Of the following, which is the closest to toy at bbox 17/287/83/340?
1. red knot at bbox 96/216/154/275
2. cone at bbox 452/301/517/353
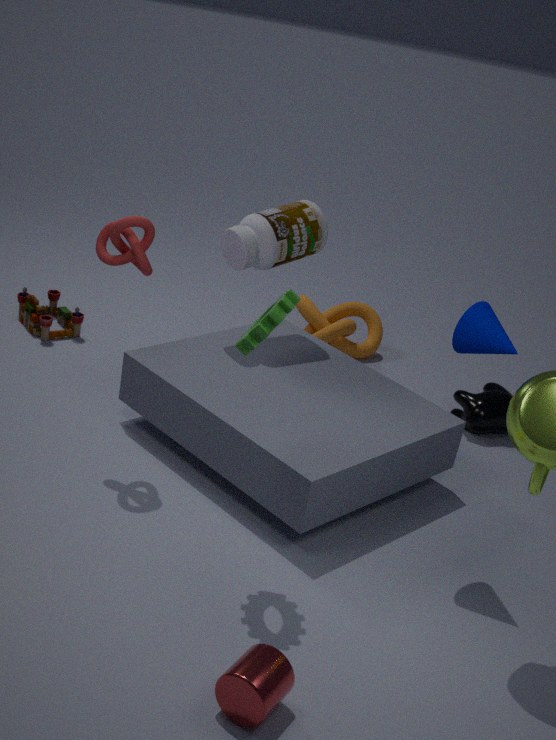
red knot at bbox 96/216/154/275
